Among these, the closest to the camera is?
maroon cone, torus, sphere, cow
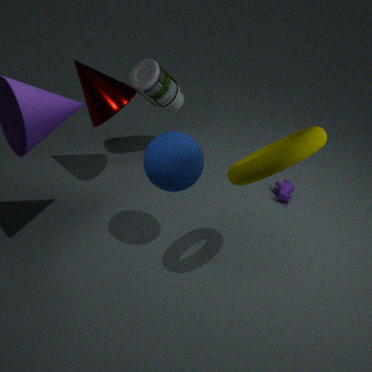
torus
